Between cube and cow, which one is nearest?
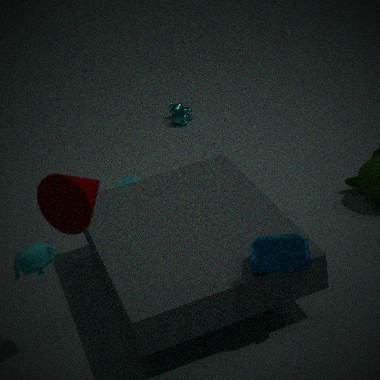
cube
